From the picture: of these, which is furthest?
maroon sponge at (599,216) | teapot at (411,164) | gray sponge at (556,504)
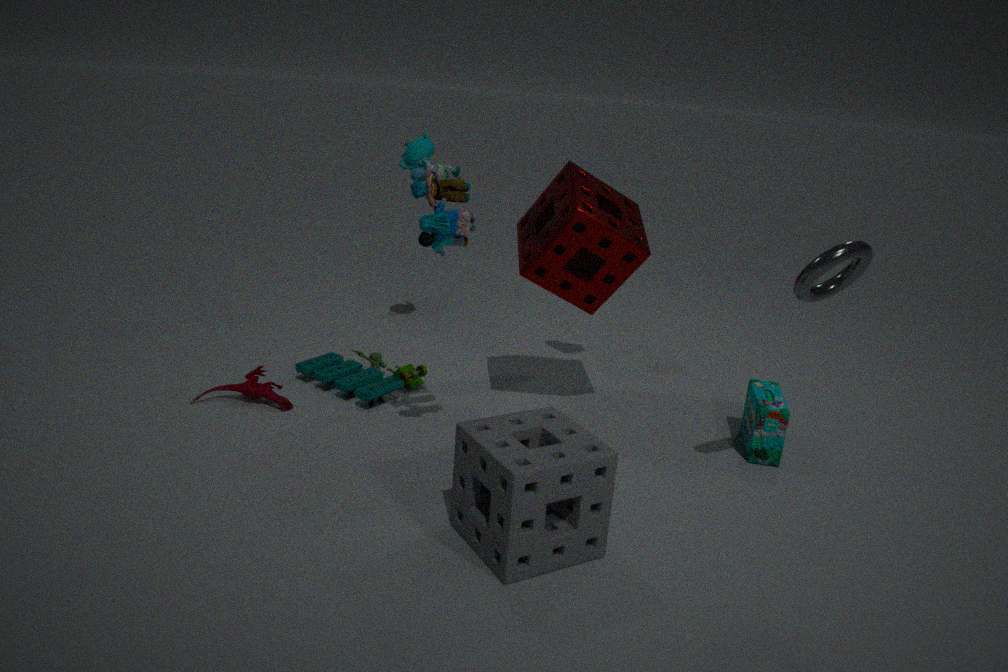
teapot at (411,164)
